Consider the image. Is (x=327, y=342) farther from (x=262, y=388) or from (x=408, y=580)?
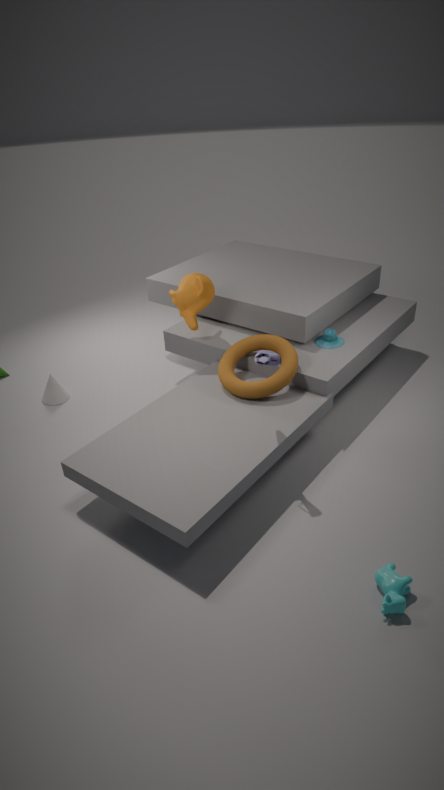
(x=408, y=580)
